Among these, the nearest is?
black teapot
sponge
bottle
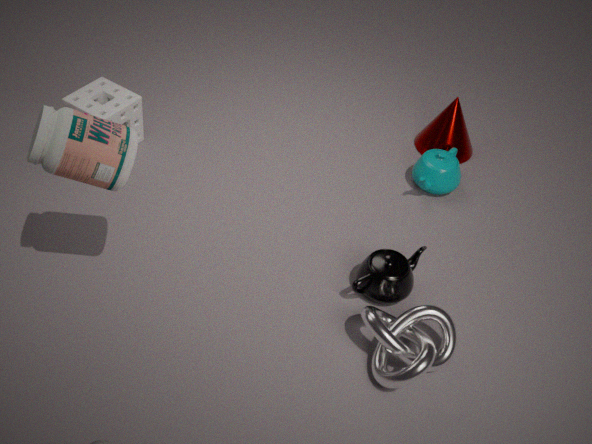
bottle
